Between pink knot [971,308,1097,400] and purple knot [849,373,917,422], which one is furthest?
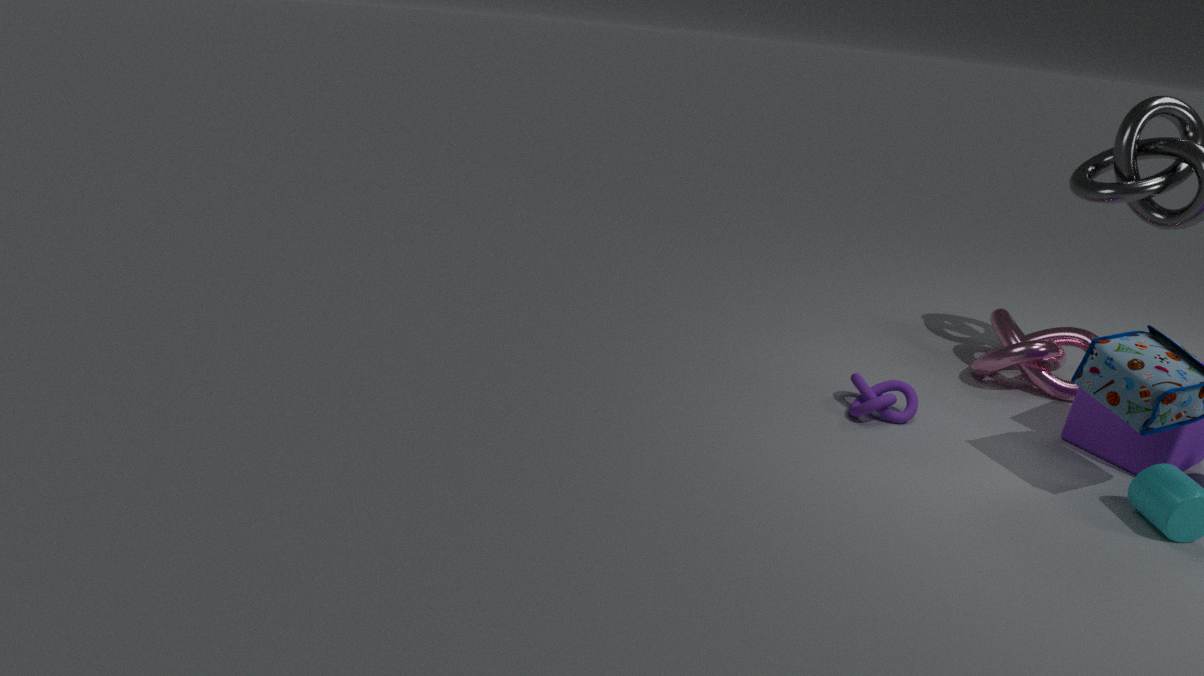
pink knot [971,308,1097,400]
